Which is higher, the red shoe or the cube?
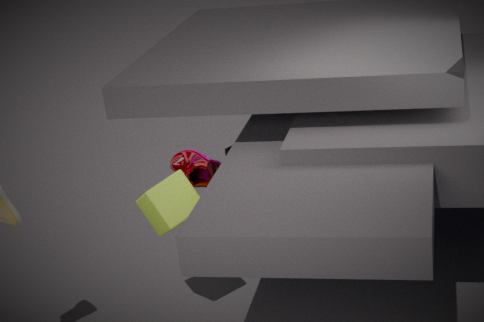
the cube
